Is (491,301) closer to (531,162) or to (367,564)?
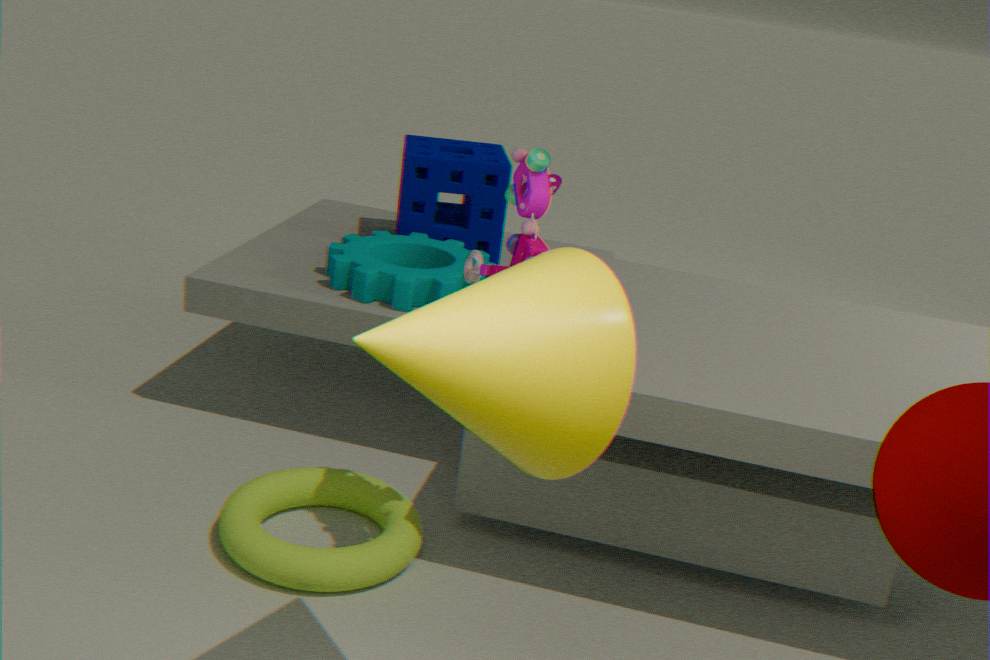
(531,162)
